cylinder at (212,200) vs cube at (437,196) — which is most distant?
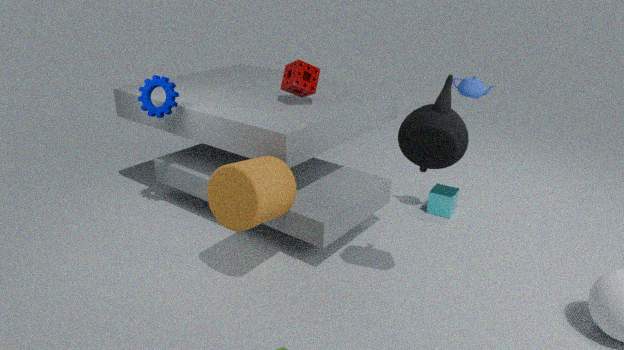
cube at (437,196)
